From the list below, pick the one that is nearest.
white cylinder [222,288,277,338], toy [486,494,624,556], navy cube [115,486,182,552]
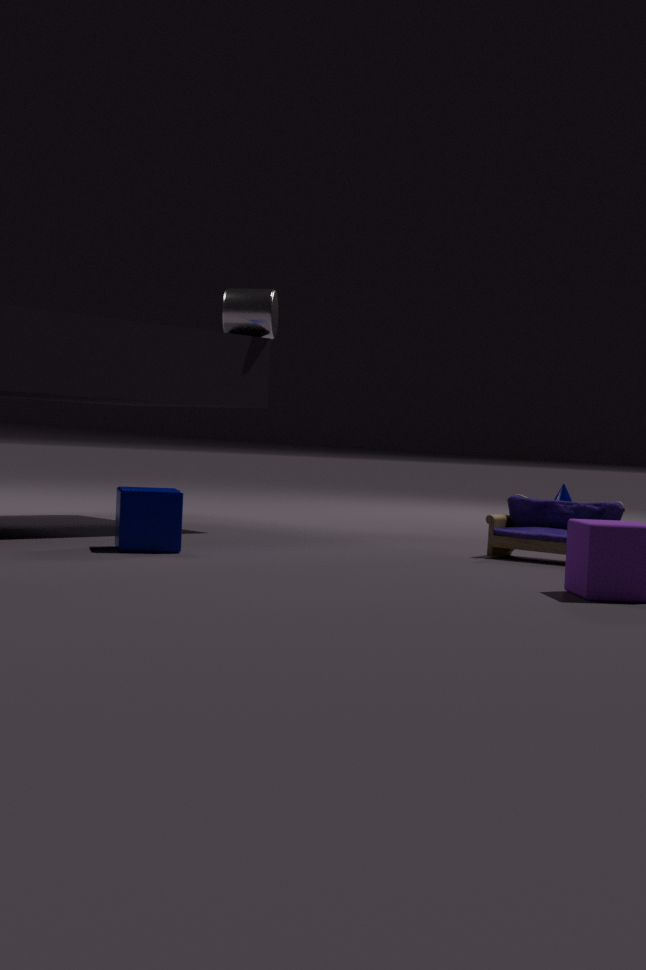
navy cube [115,486,182,552]
